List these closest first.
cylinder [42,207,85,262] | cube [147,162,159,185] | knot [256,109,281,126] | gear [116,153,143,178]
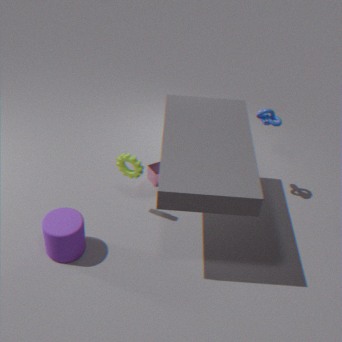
cylinder [42,207,85,262]
gear [116,153,143,178]
knot [256,109,281,126]
cube [147,162,159,185]
